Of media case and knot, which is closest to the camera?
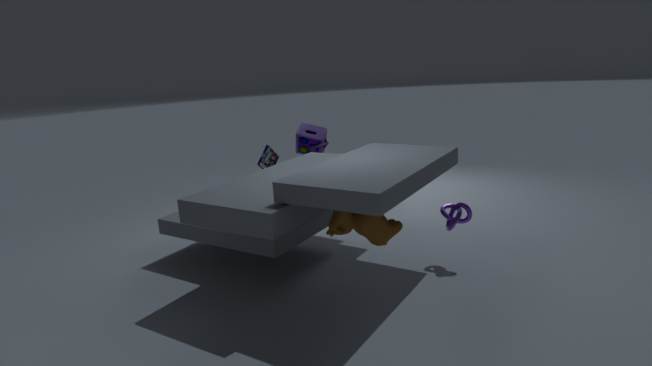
knot
